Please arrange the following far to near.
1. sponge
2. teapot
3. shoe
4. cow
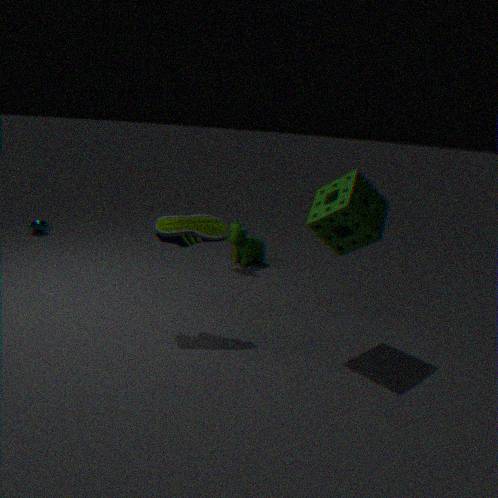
teapot < cow < shoe < sponge
